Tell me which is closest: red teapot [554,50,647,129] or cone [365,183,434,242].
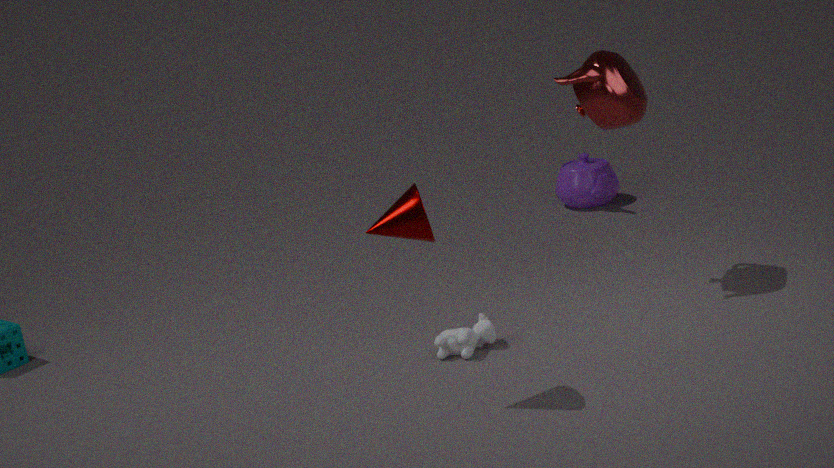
cone [365,183,434,242]
